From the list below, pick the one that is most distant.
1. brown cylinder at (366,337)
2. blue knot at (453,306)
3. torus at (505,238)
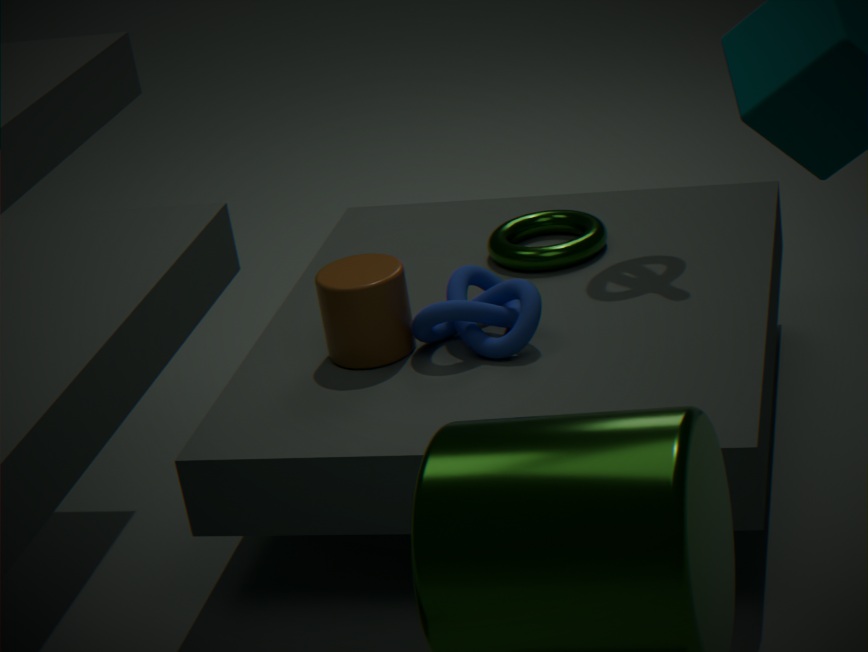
torus at (505,238)
